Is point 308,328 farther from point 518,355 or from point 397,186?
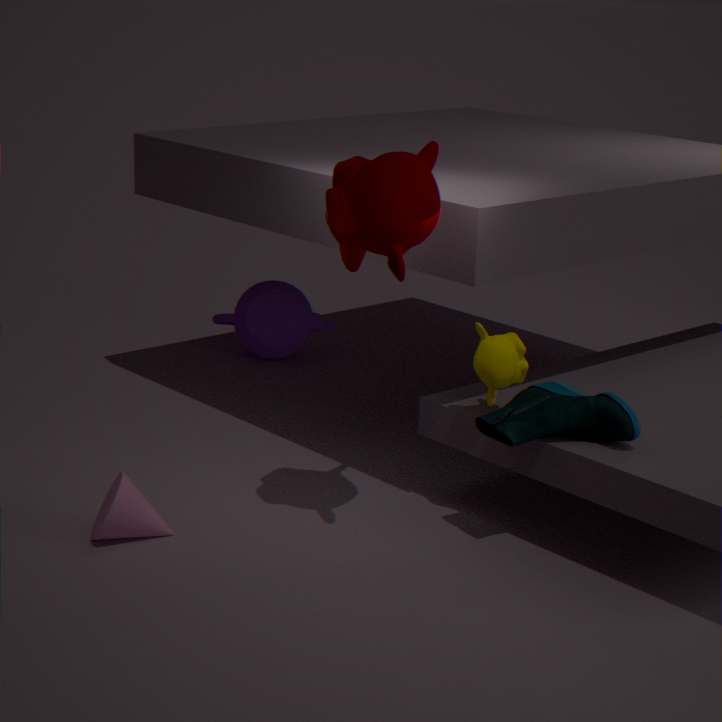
point 397,186
